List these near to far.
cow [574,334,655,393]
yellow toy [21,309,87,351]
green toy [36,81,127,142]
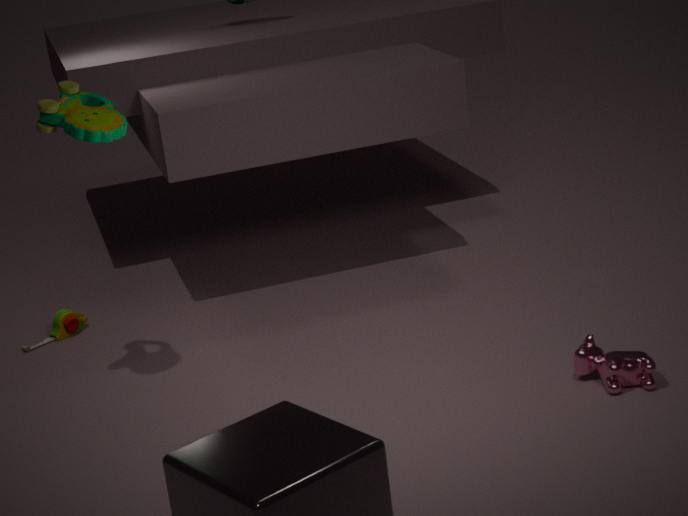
green toy [36,81,127,142] → cow [574,334,655,393] → yellow toy [21,309,87,351]
